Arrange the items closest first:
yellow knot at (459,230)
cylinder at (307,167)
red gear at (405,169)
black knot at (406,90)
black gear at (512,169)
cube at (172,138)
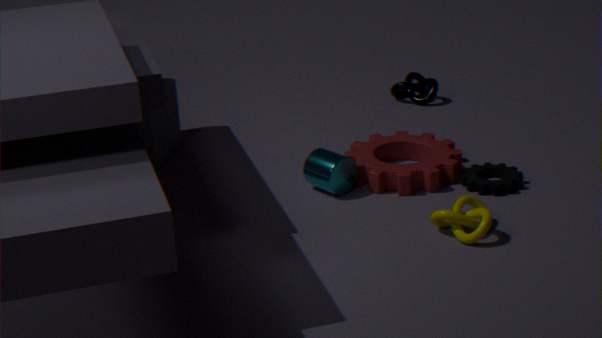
yellow knot at (459,230) → black gear at (512,169) → cylinder at (307,167) → red gear at (405,169) → cube at (172,138) → black knot at (406,90)
